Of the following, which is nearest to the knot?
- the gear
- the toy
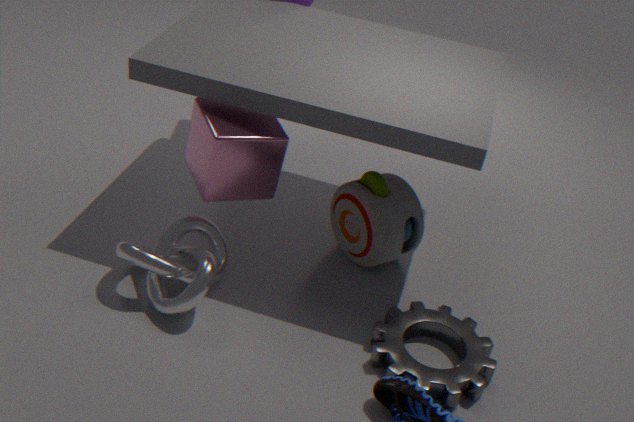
the toy
